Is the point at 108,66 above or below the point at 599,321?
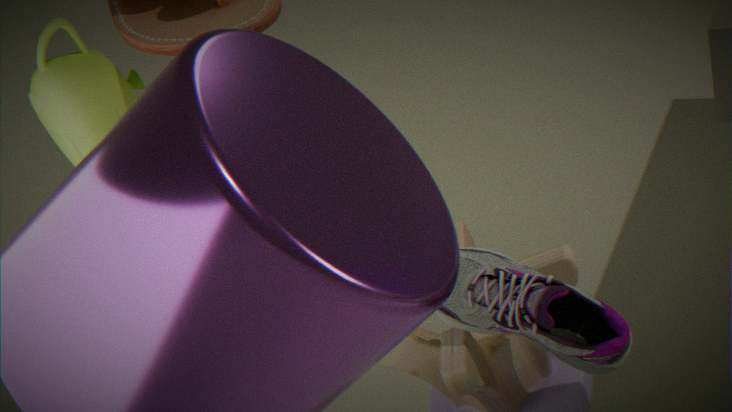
above
